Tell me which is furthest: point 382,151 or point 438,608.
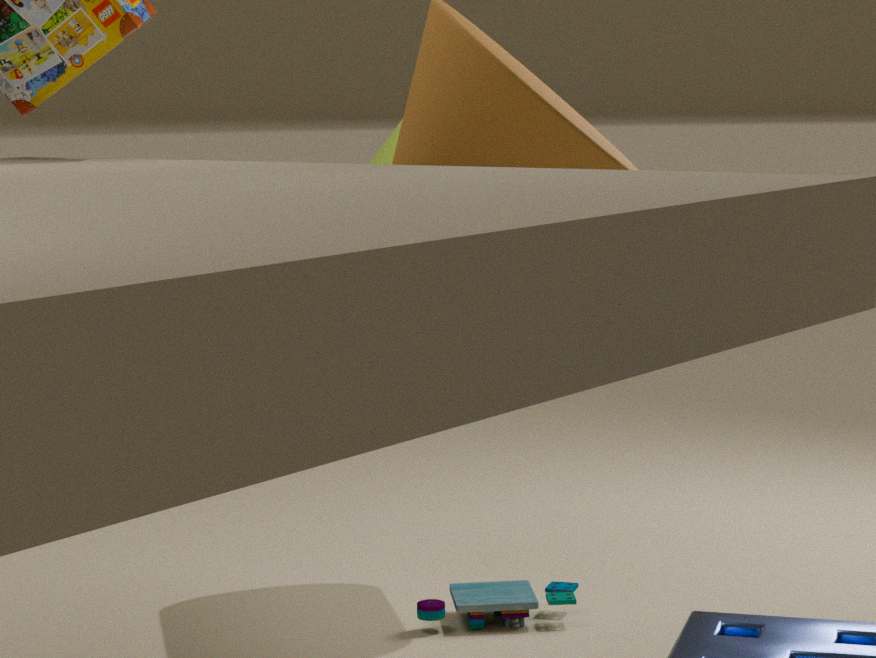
point 382,151
